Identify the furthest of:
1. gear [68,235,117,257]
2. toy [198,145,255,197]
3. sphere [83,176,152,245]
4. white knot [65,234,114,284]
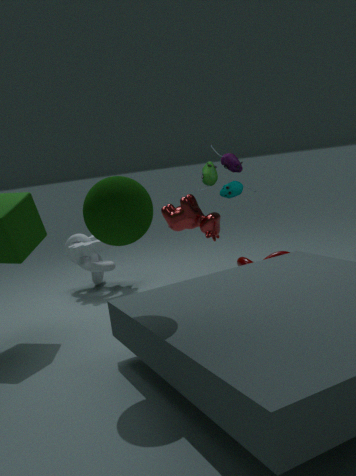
white knot [65,234,114,284]
